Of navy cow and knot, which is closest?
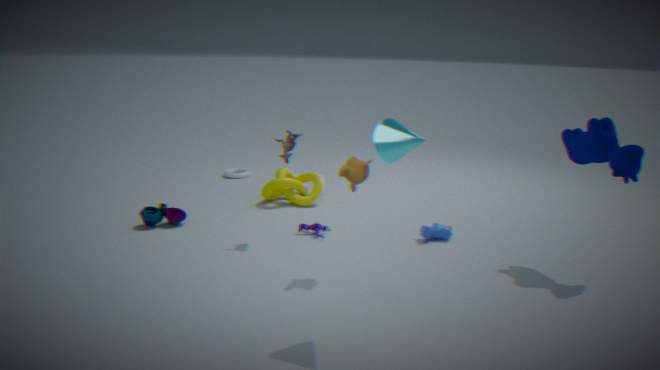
navy cow
